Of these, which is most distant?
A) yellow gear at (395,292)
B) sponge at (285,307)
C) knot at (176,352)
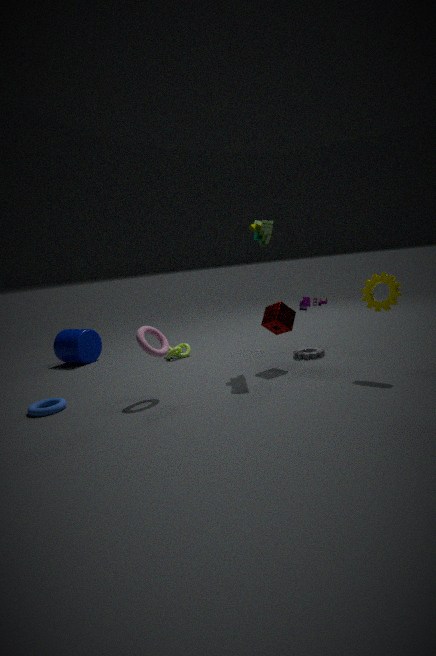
knot at (176,352)
